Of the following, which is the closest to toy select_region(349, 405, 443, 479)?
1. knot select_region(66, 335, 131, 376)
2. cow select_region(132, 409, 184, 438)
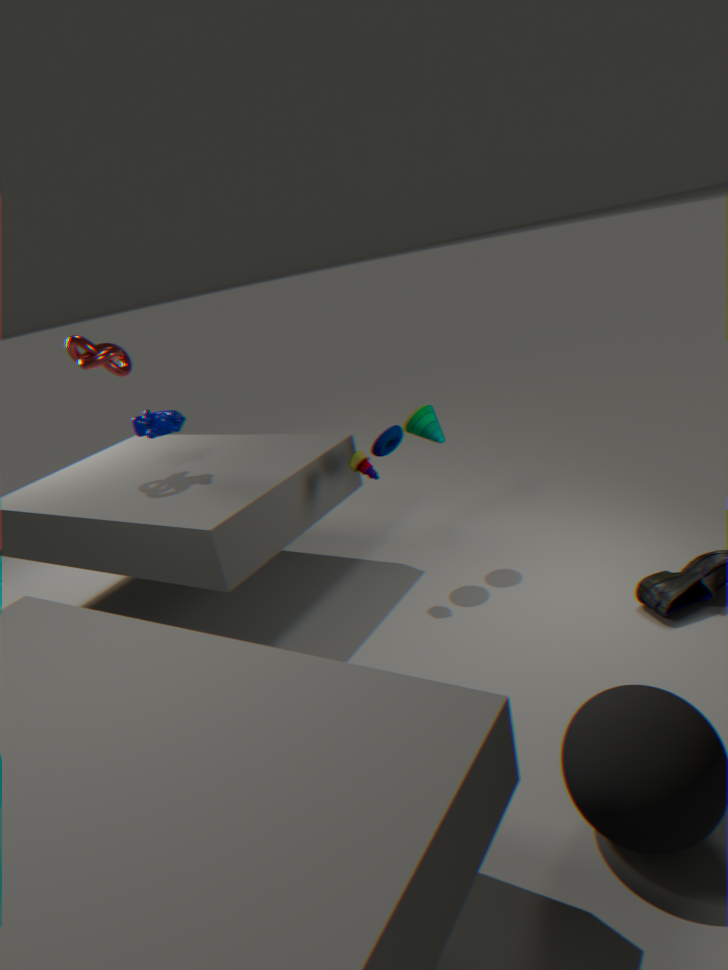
cow select_region(132, 409, 184, 438)
